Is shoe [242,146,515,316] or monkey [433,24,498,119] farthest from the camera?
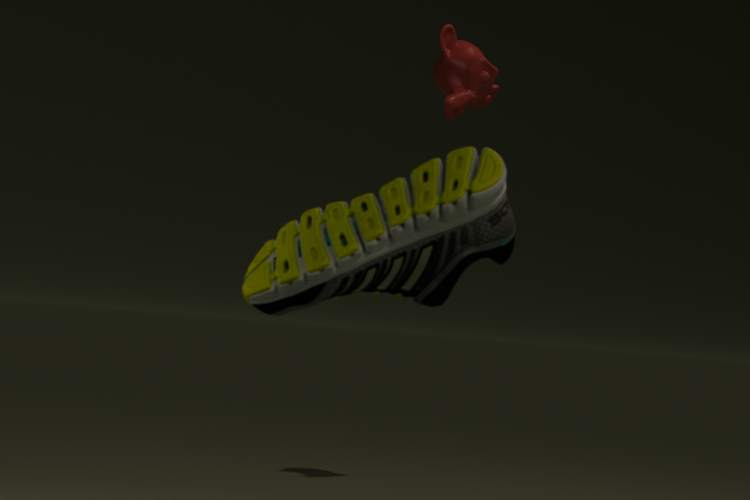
monkey [433,24,498,119]
